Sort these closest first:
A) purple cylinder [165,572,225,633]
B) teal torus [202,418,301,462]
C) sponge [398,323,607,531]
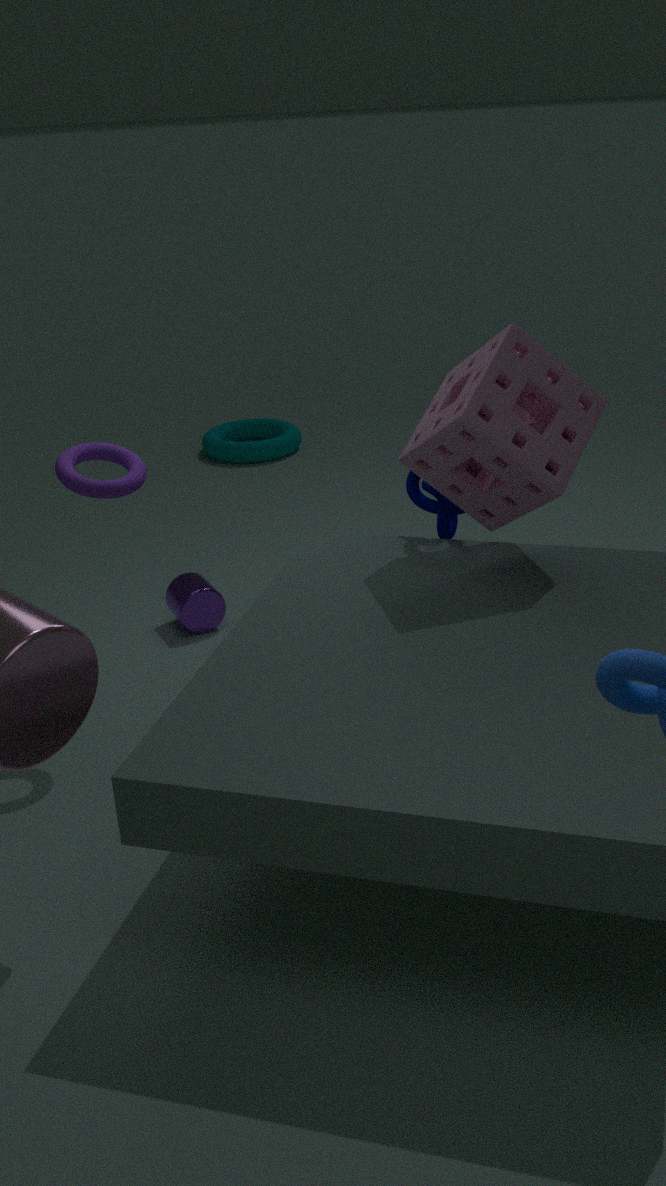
1. sponge [398,323,607,531]
2. purple cylinder [165,572,225,633]
3. teal torus [202,418,301,462]
